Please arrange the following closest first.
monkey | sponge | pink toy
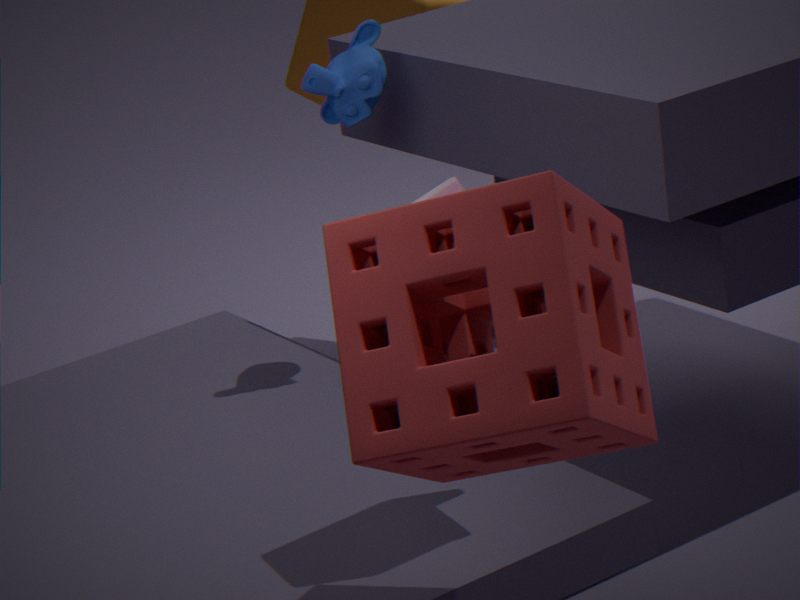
sponge
pink toy
monkey
